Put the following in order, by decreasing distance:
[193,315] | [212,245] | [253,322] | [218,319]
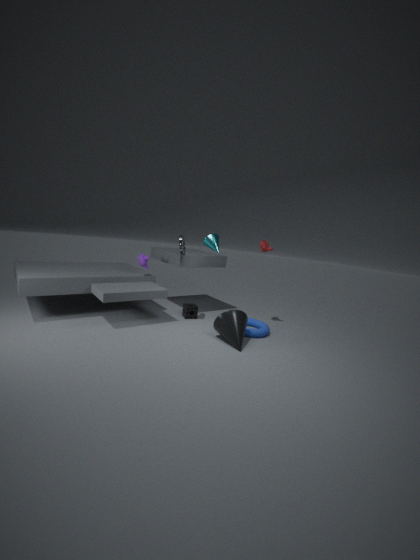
1. [193,315]
2. [253,322]
3. [212,245]
4. [218,319]
